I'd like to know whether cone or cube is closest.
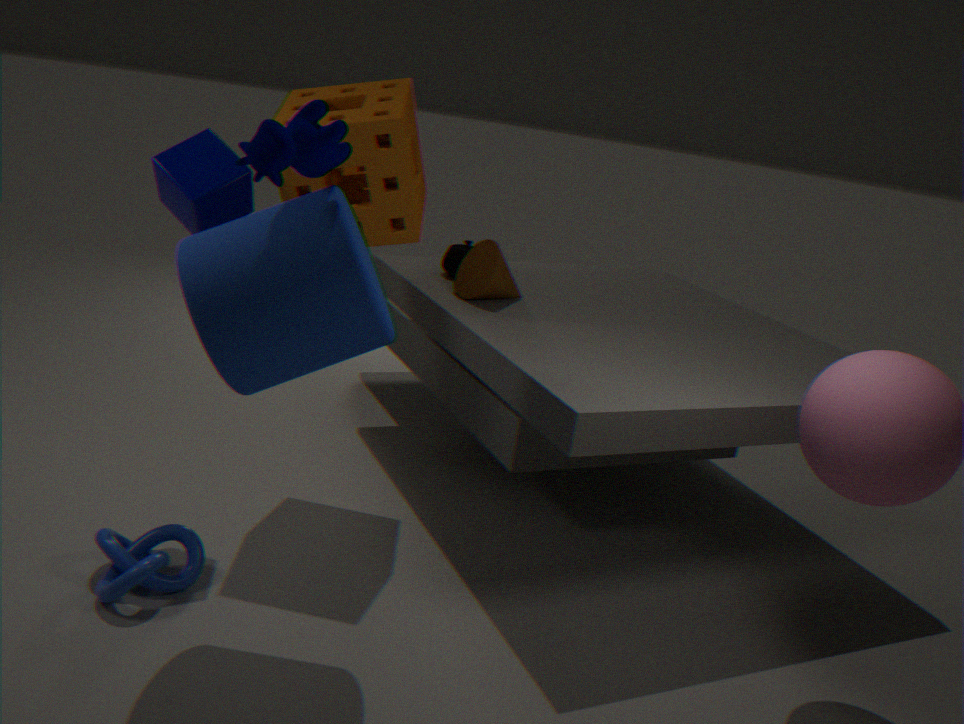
cube
